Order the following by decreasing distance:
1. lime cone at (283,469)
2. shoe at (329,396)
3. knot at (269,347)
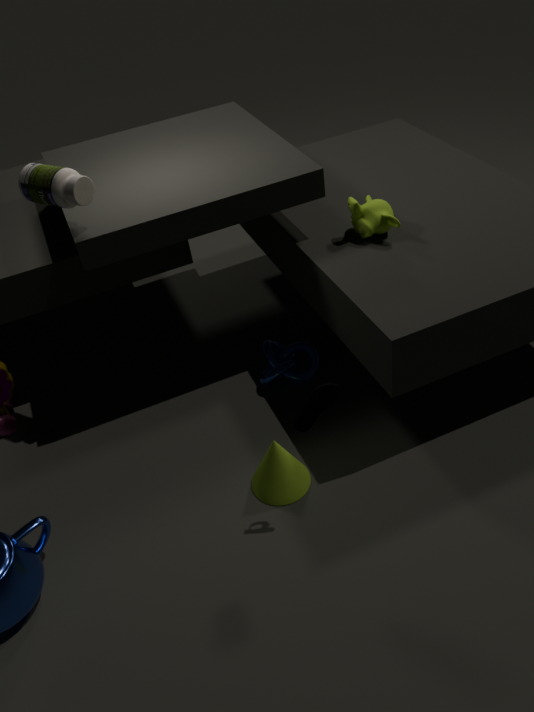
knot at (269,347) < lime cone at (283,469) < shoe at (329,396)
